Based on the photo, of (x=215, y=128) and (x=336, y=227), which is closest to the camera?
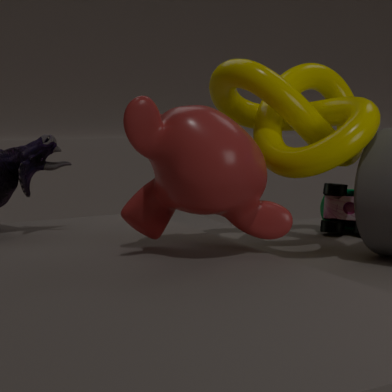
(x=215, y=128)
